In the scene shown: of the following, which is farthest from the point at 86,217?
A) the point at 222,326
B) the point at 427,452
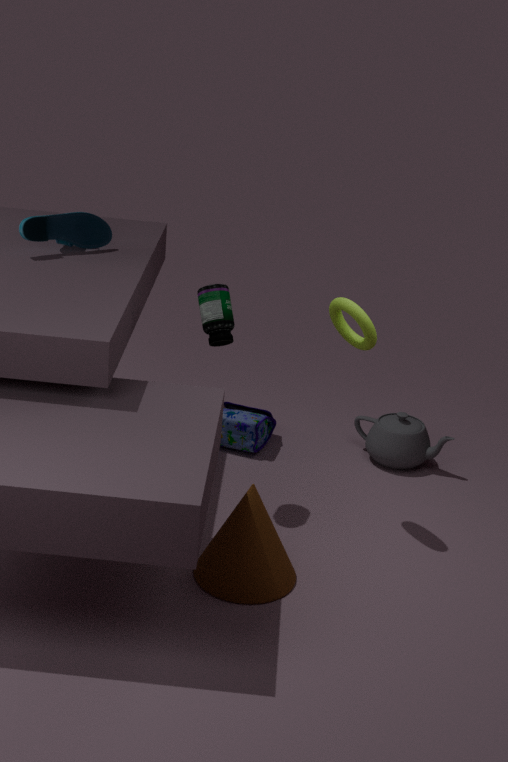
the point at 427,452
